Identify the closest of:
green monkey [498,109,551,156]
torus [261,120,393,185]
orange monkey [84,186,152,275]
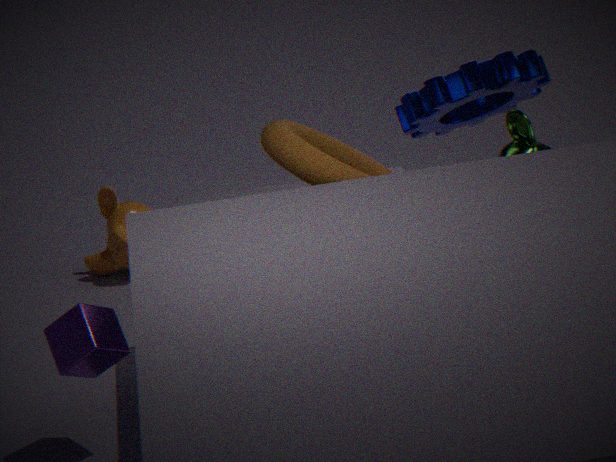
torus [261,120,393,185]
